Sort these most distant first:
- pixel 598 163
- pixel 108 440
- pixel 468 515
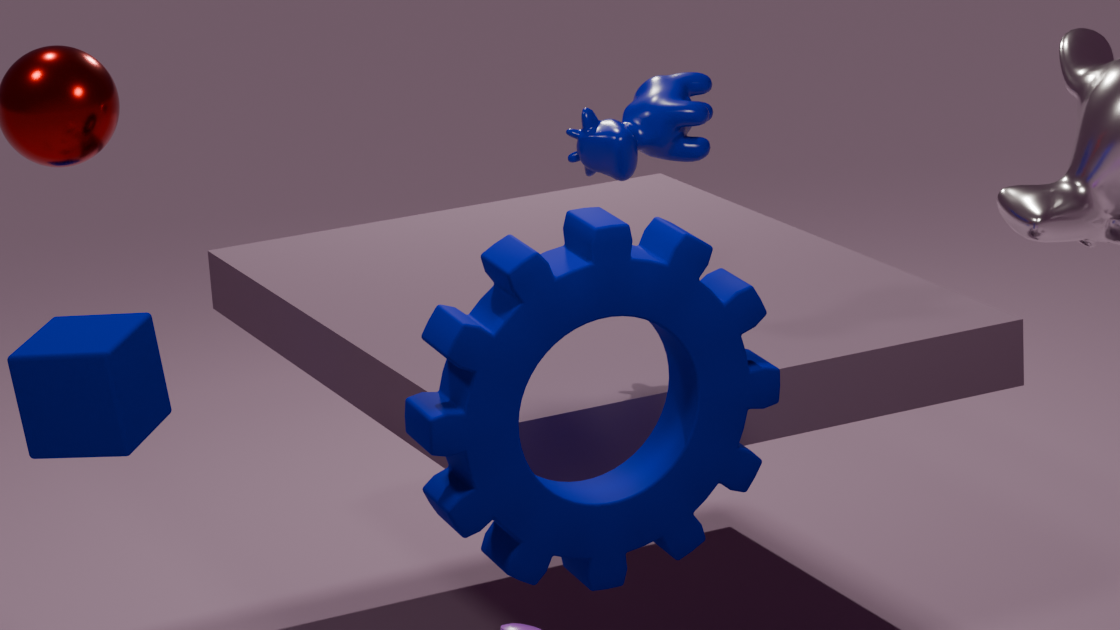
pixel 108 440
pixel 598 163
pixel 468 515
